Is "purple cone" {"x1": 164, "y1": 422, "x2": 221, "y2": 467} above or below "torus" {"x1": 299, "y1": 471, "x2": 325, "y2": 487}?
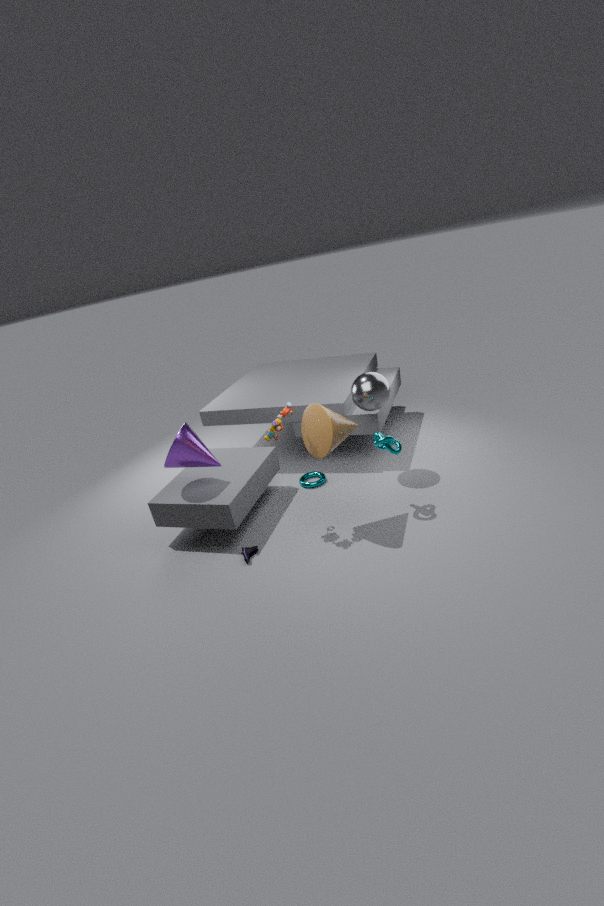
above
